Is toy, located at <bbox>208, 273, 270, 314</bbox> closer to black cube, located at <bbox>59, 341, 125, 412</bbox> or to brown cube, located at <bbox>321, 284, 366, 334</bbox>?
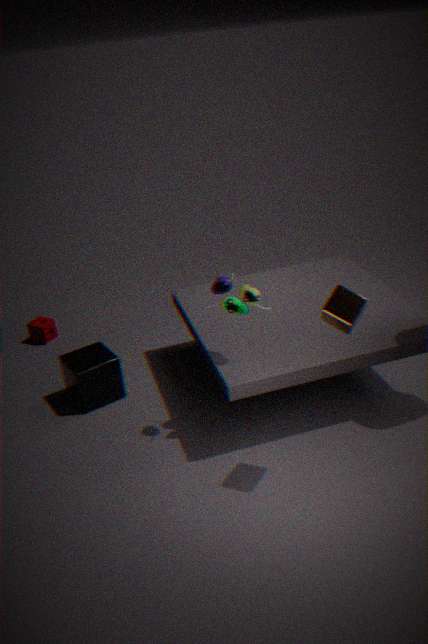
brown cube, located at <bbox>321, 284, 366, 334</bbox>
